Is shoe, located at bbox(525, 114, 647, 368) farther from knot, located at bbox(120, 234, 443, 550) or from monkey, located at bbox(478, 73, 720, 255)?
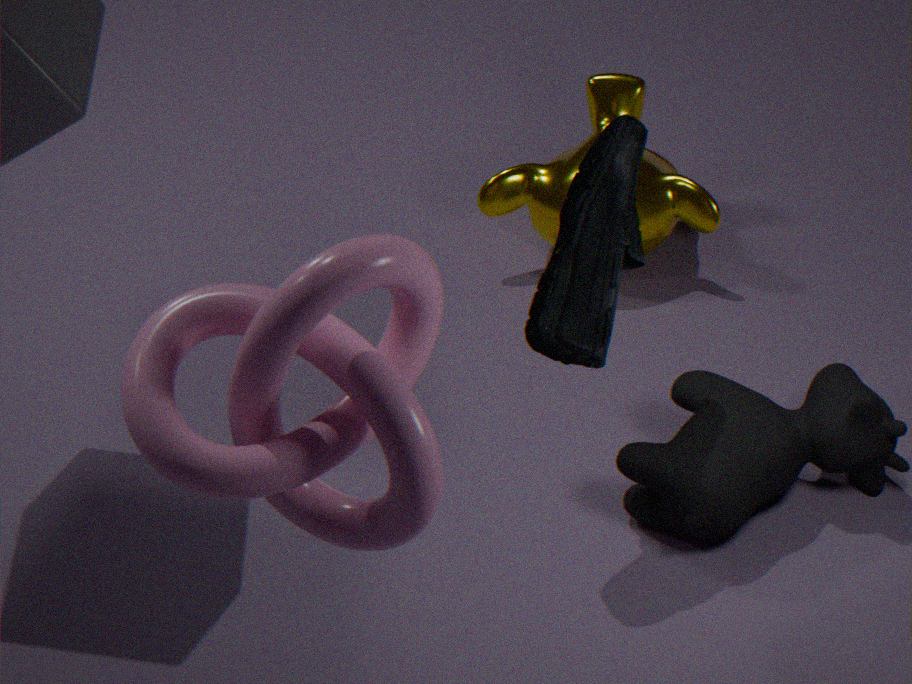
monkey, located at bbox(478, 73, 720, 255)
